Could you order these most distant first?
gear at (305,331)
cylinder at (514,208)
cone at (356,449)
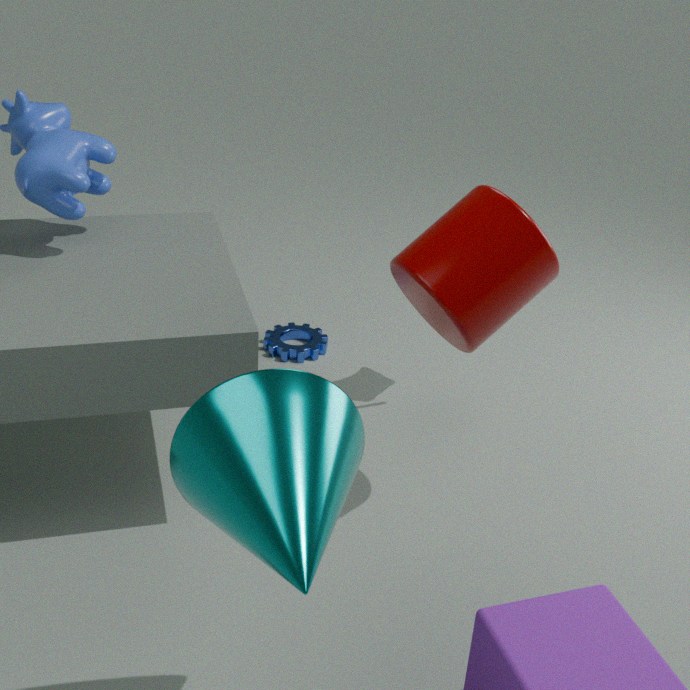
gear at (305,331), cylinder at (514,208), cone at (356,449)
